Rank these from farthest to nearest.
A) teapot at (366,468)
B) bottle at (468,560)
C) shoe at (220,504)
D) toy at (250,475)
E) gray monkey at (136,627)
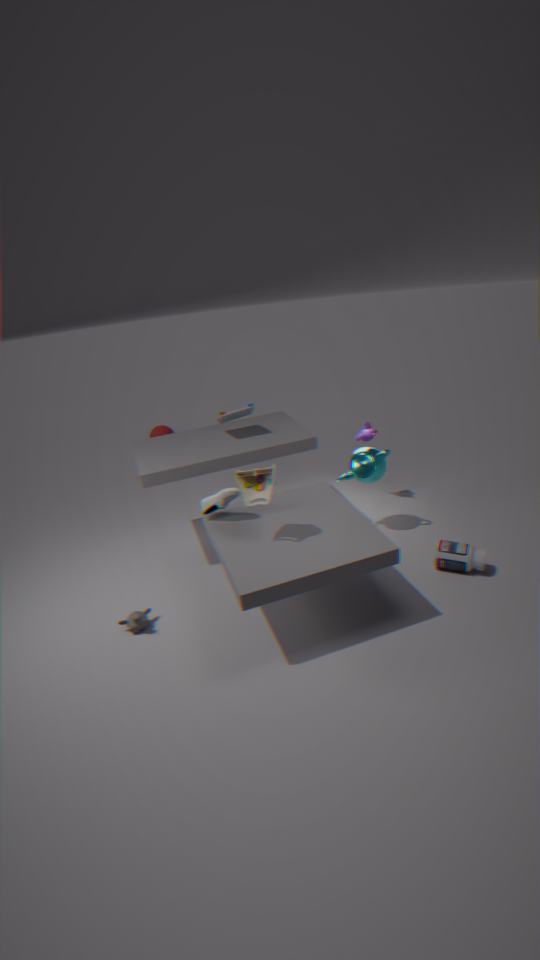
teapot at (366,468)
bottle at (468,560)
shoe at (220,504)
gray monkey at (136,627)
toy at (250,475)
